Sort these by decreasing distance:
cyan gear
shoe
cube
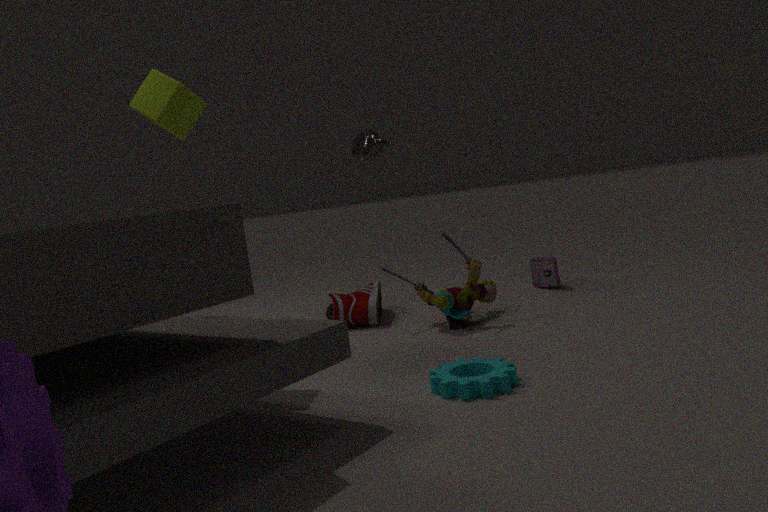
1. shoe
2. cube
3. cyan gear
